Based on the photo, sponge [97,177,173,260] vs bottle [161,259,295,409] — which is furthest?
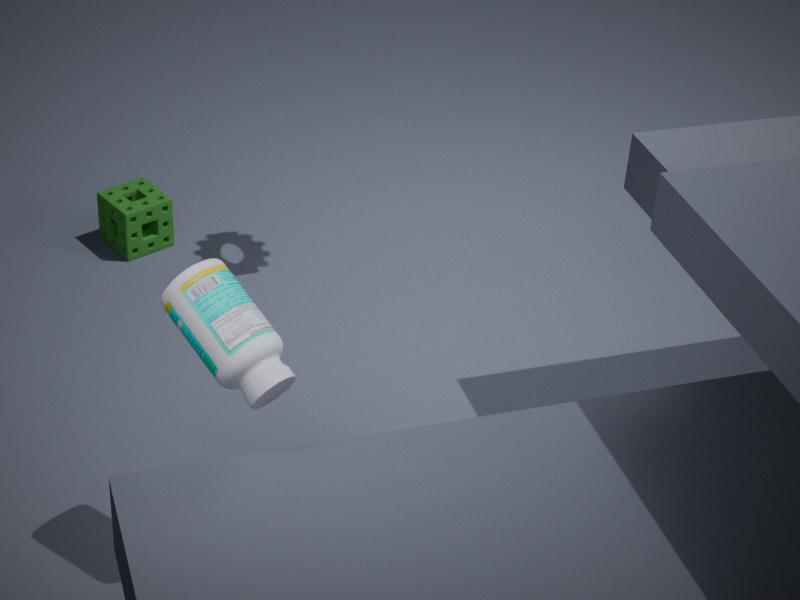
sponge [97,177,173,260]
